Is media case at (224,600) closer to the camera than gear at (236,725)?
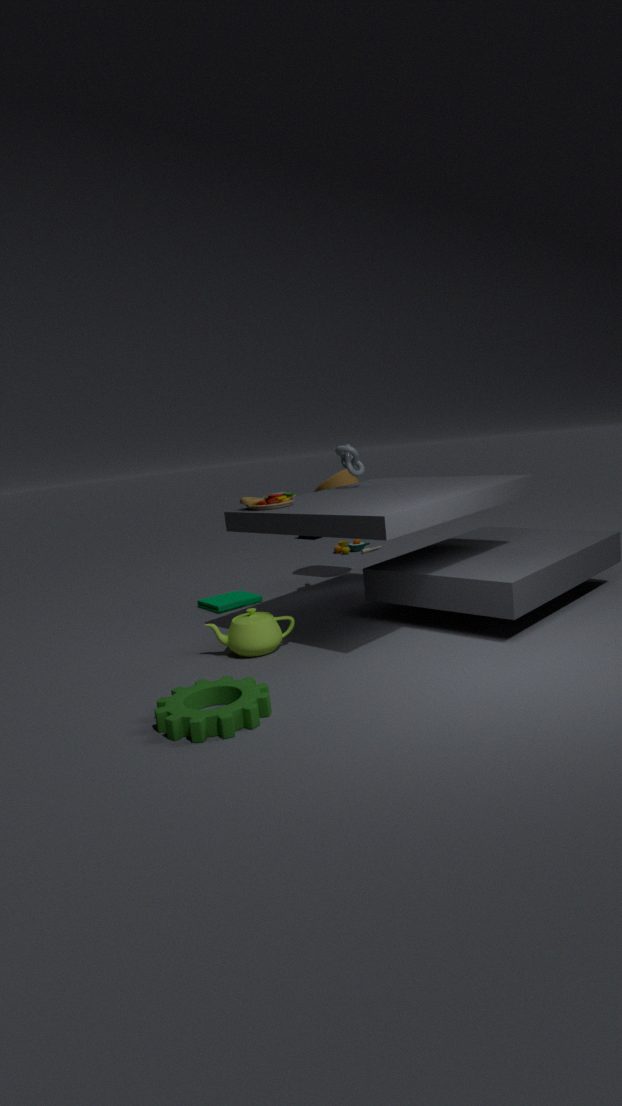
No
